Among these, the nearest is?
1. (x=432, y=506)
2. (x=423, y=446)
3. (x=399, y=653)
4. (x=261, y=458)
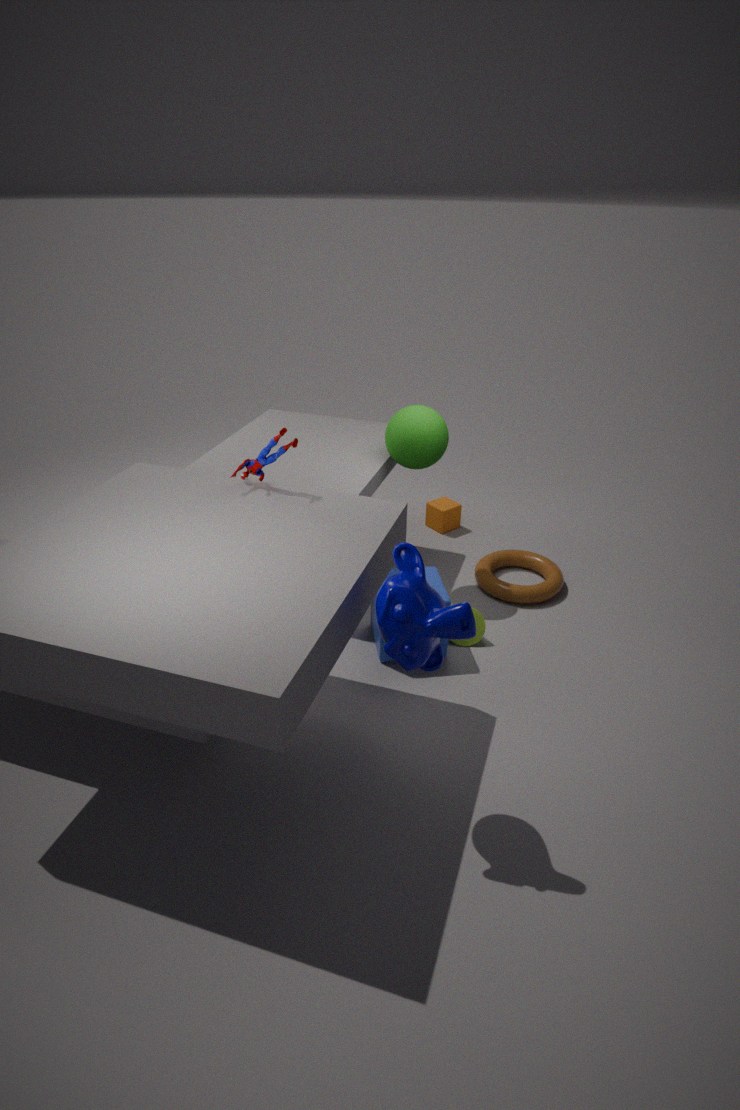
(x=399, y=653)
